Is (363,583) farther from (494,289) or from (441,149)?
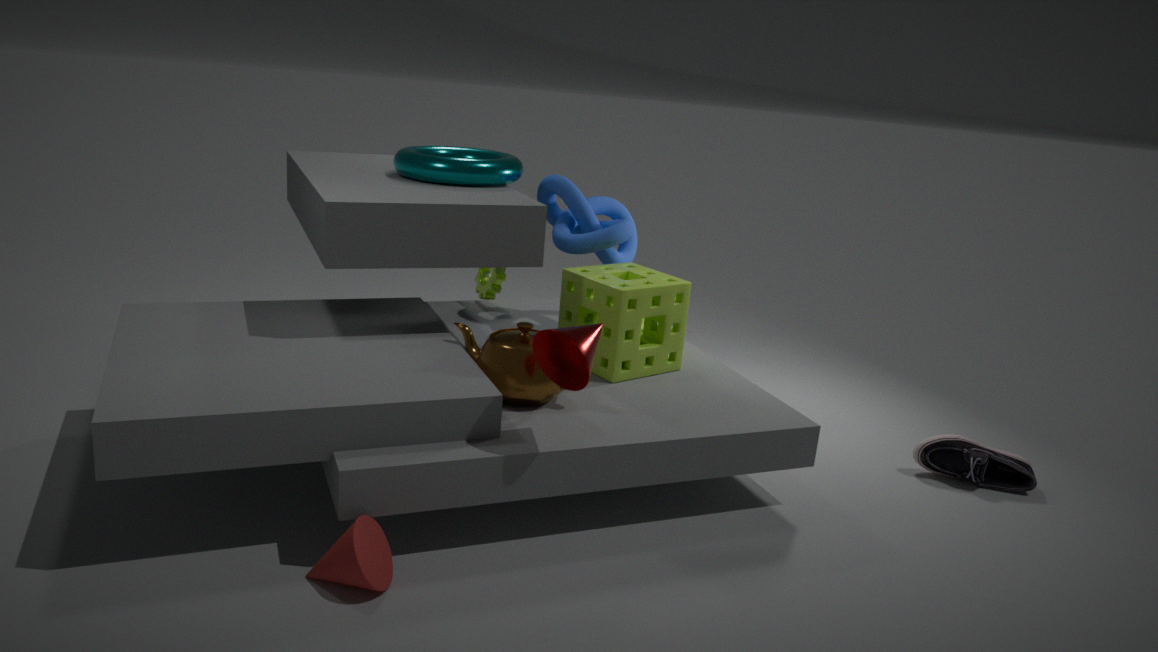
(494,289)
